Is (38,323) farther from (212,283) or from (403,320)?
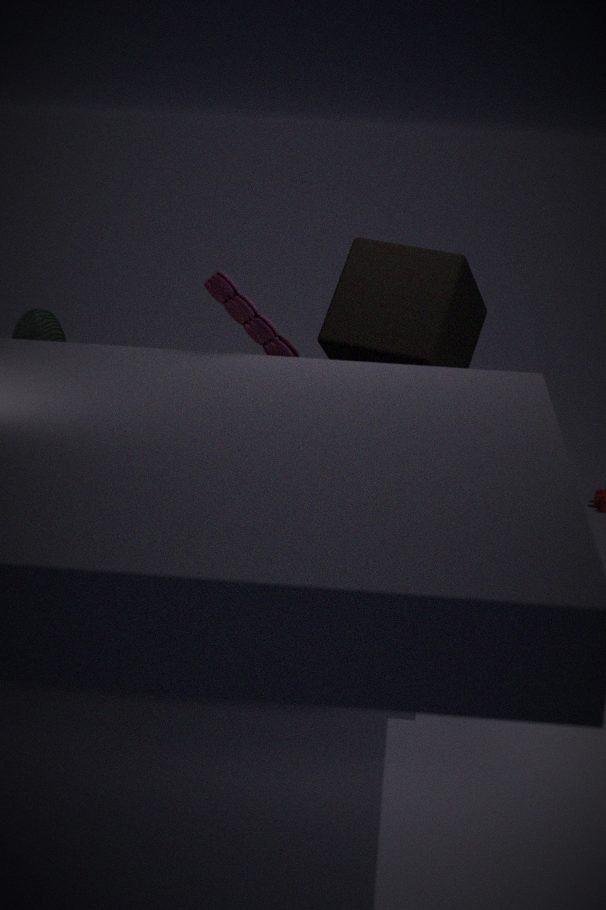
(403,320)
